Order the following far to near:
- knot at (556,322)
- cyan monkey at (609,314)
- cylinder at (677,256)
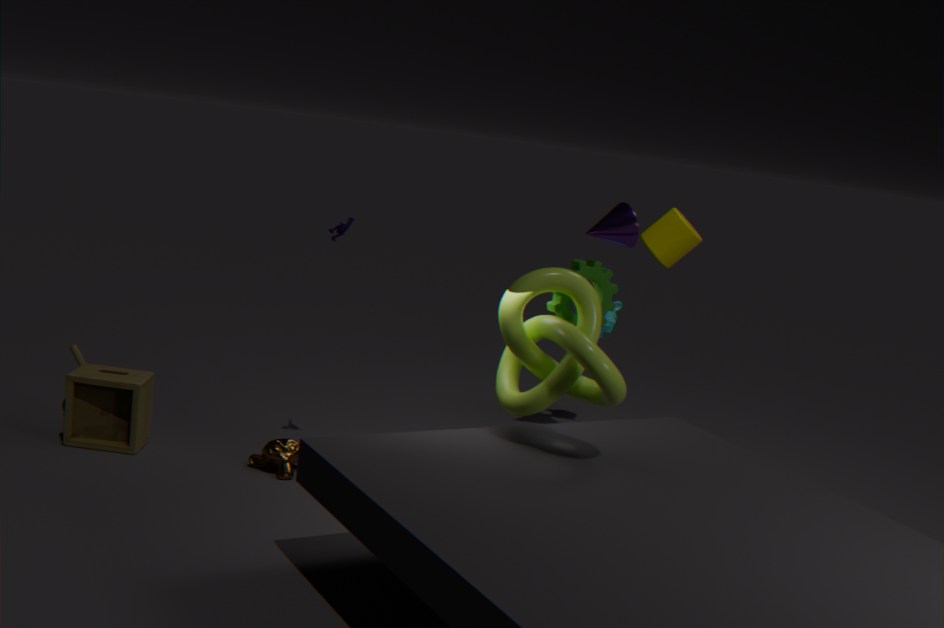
cyan monkey at (609,314)
cylinder at (677,256)
knot at (556,322)
